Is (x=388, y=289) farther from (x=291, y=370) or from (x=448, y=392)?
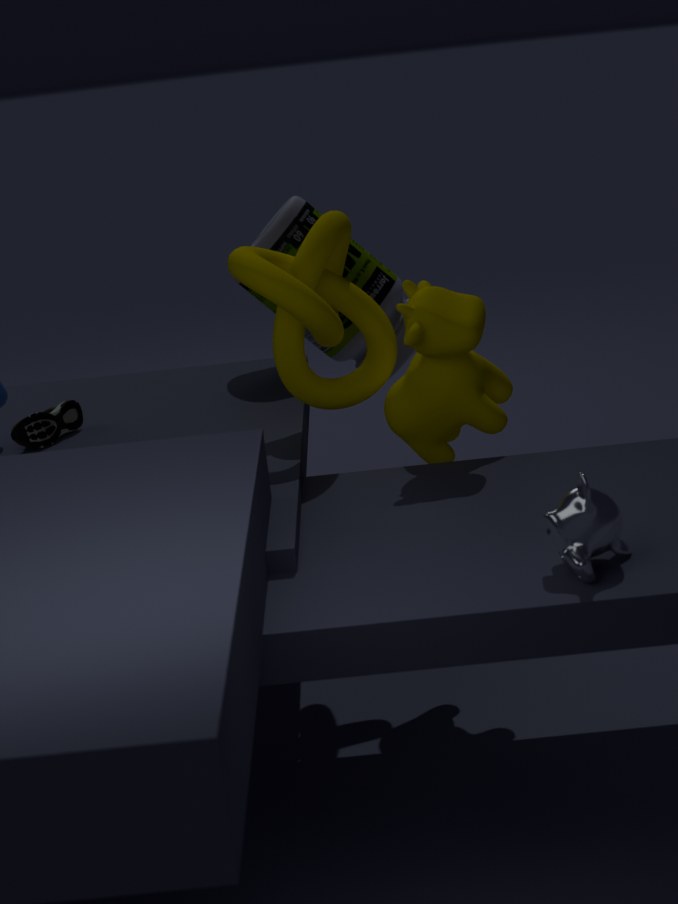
(x=448, y=392)
